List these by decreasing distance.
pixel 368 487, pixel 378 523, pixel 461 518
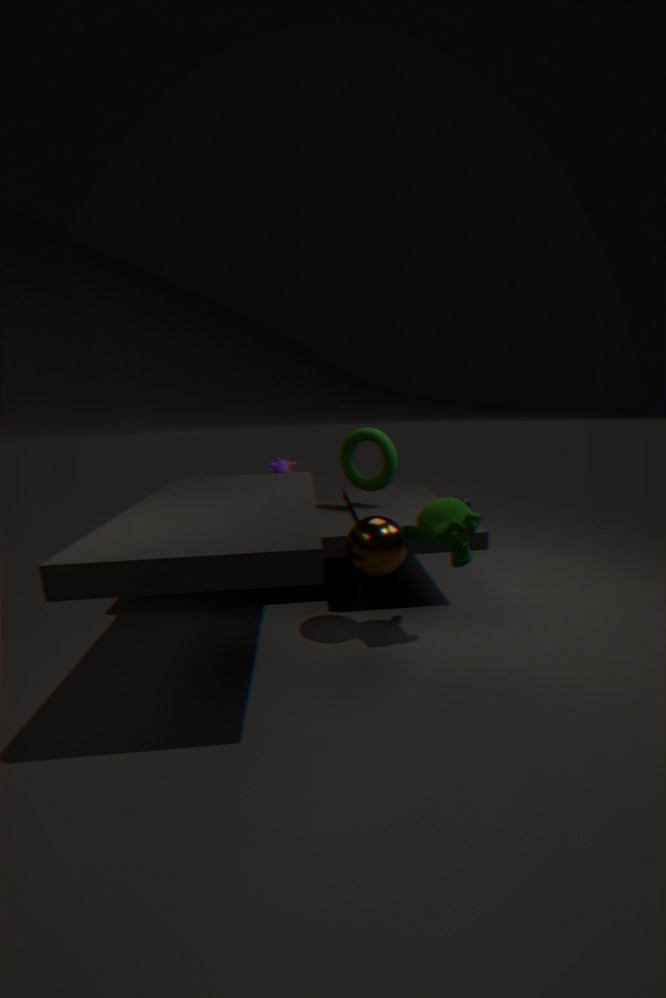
pixel 368 487 → pixel 378 523 → pixel 461 518
